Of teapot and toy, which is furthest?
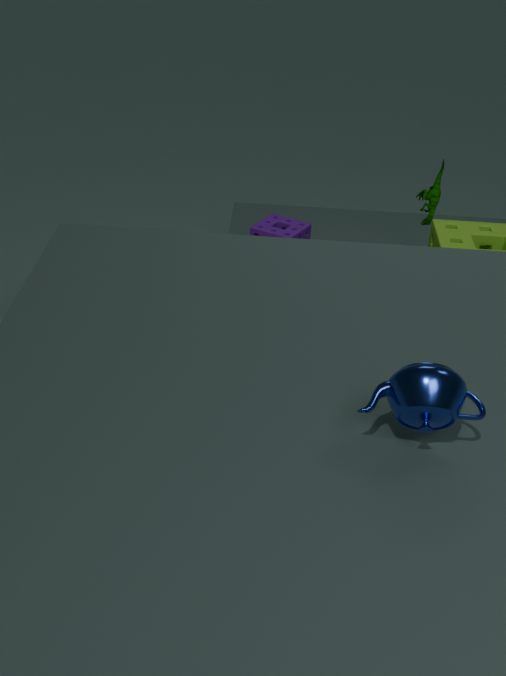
toy
